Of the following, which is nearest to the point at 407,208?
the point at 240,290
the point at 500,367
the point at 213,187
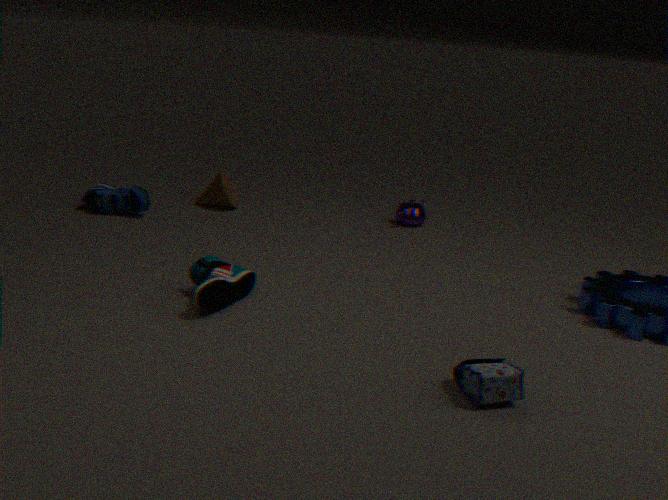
the point at 213,187
